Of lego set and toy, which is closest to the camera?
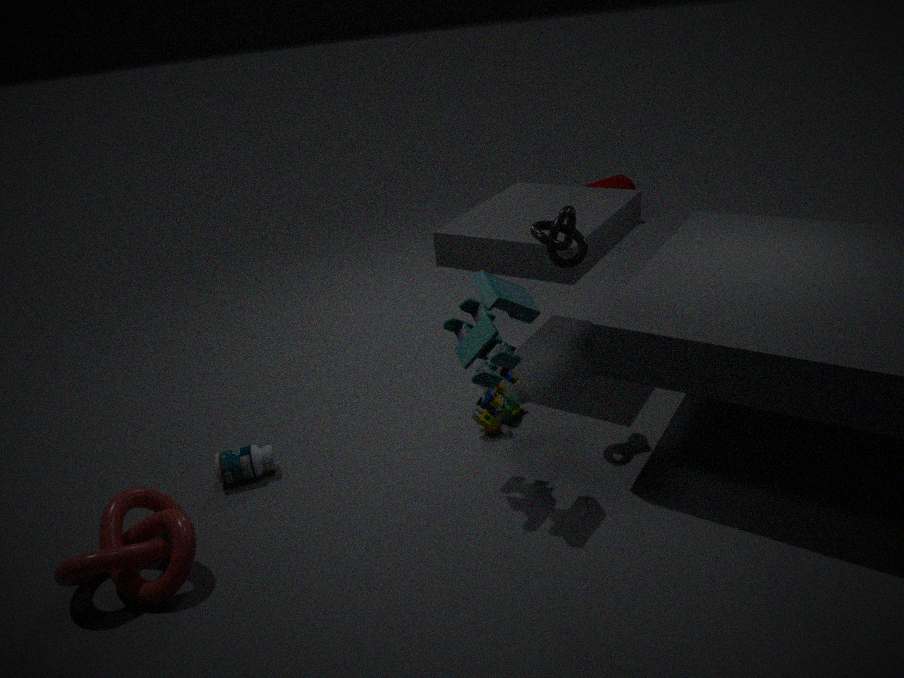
toy
